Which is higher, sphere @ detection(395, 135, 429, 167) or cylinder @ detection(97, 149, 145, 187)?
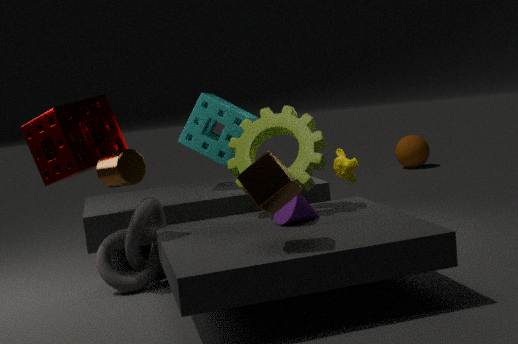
cylinder @ detection(97, 149, 145, 187)
